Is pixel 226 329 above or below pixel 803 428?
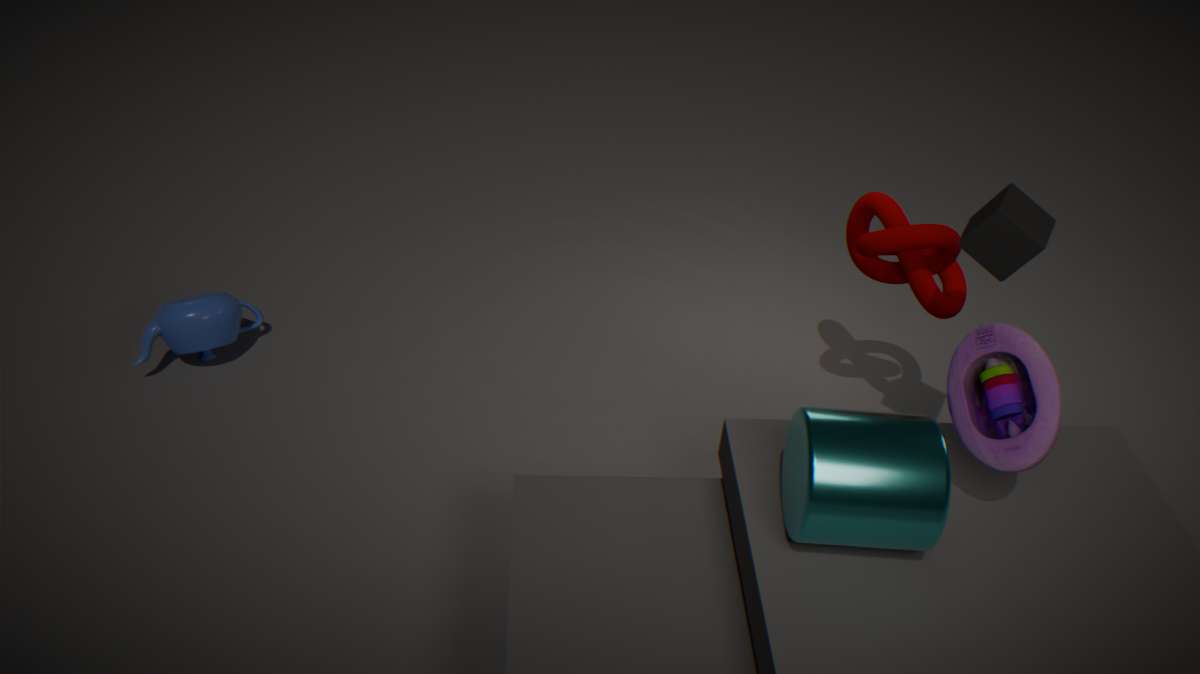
below
